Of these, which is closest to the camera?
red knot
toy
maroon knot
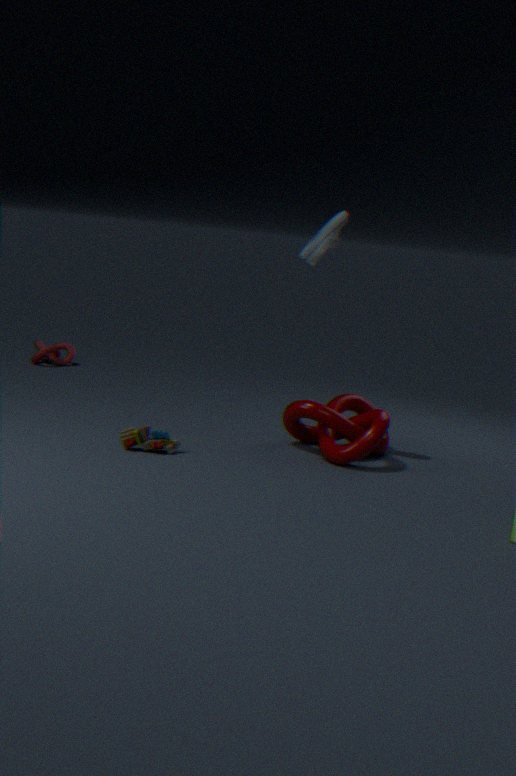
toy
